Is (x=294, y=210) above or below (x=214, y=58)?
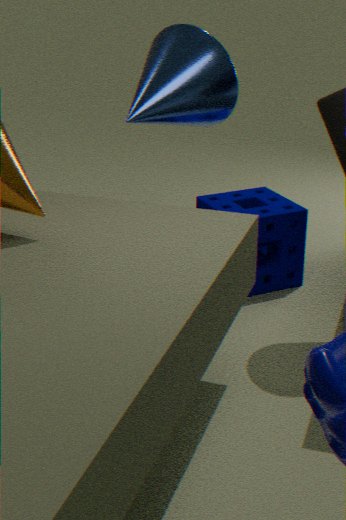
below
